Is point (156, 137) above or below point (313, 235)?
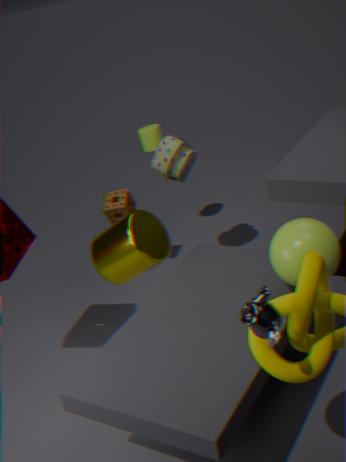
above
